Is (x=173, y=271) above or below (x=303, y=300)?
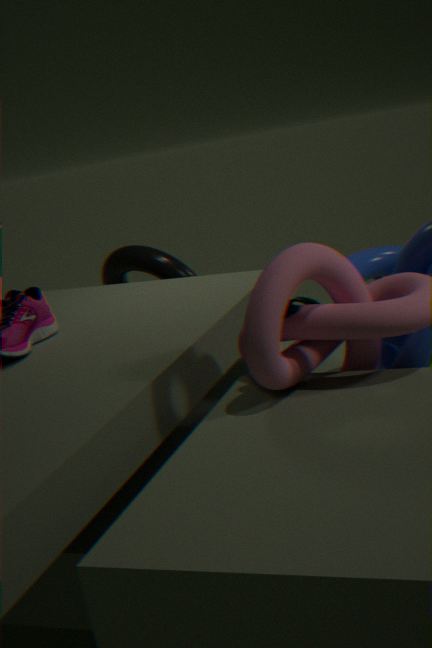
below
